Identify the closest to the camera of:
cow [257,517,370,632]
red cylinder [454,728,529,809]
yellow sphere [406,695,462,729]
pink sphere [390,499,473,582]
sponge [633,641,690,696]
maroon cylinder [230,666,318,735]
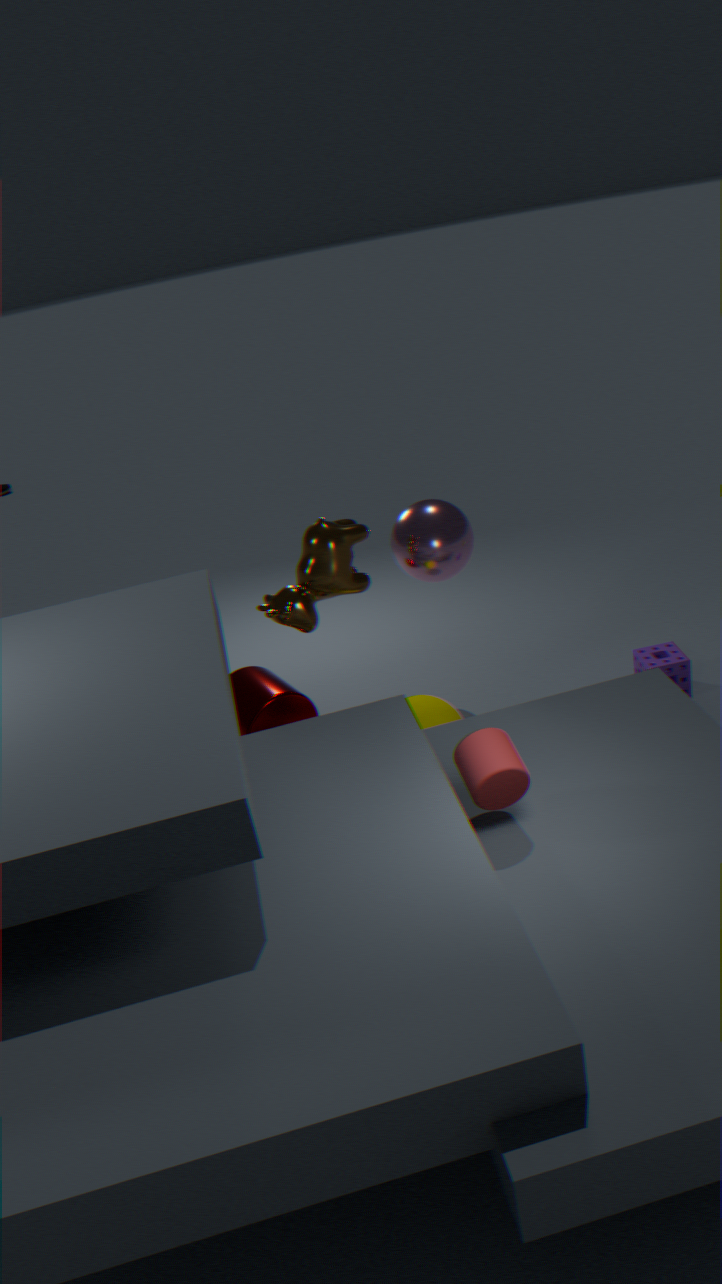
red cylinder [454,728,529,809]
